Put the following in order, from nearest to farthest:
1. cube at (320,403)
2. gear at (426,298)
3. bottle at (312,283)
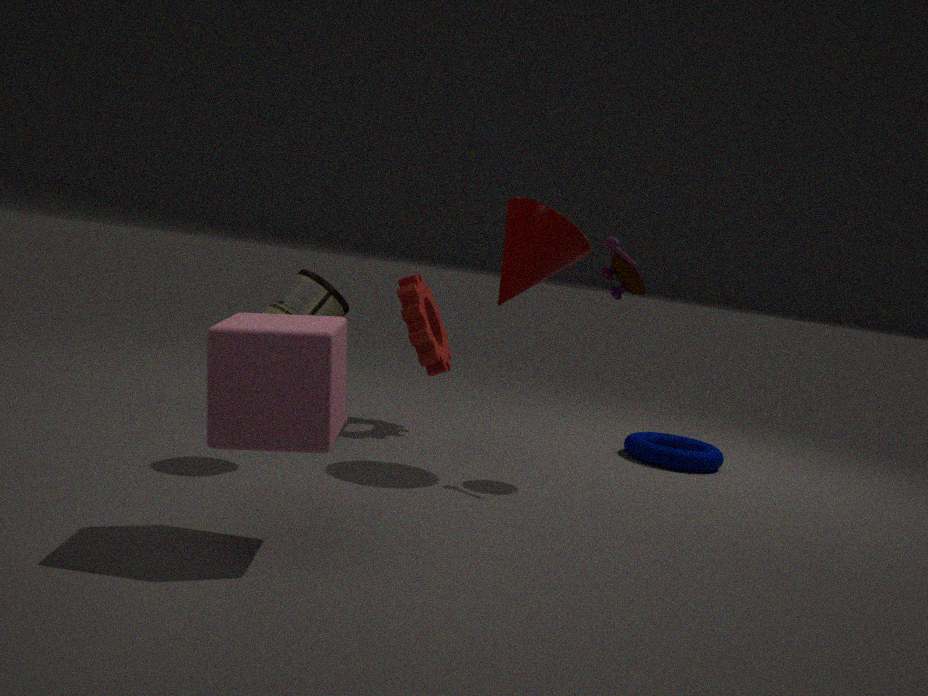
1. cube at (320,403)
2. bottle at (312,283)
3. gear at (426,298)
